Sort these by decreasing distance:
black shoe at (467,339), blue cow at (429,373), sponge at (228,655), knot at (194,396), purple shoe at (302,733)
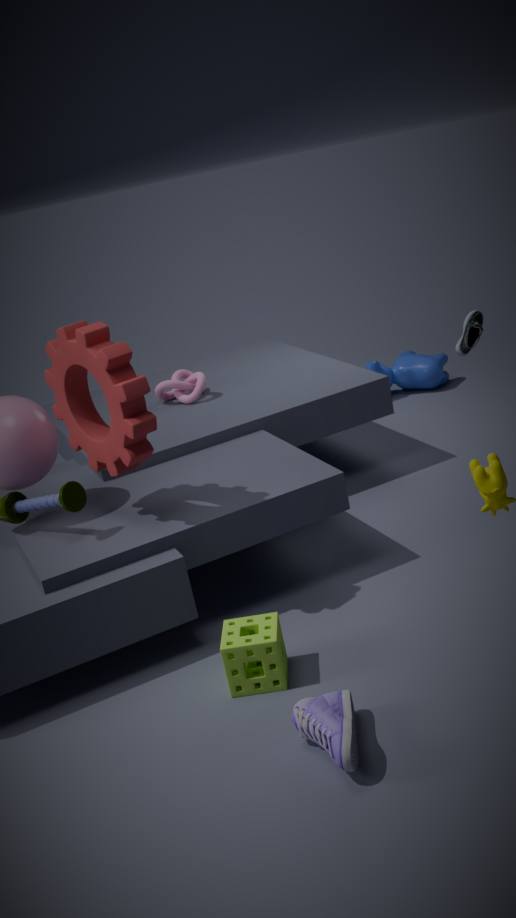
1. blue cow at (429,373)
2. knot at (194,396)
3. black shoe at (467,339)
4. sponge at (228,655)
5. purple shoe at (302,733)
